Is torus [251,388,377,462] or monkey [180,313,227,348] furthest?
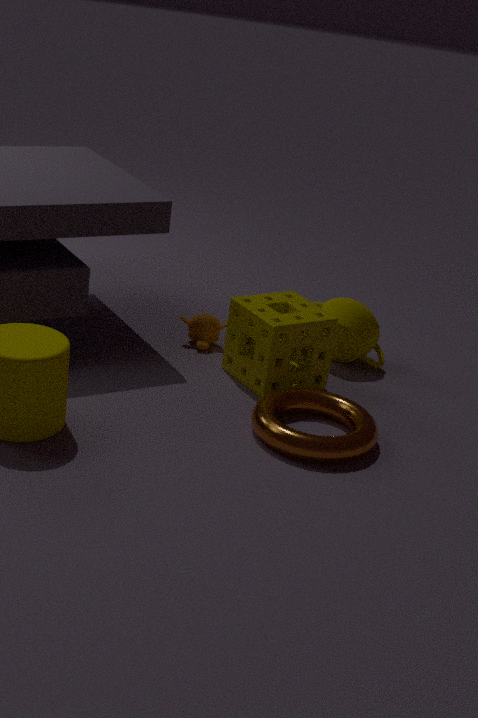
monkey [180,313,227,348]
